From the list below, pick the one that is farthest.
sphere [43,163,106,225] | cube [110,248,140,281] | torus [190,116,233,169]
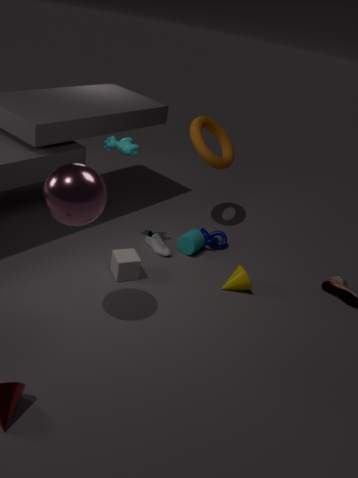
torus [190,116,233,169]
